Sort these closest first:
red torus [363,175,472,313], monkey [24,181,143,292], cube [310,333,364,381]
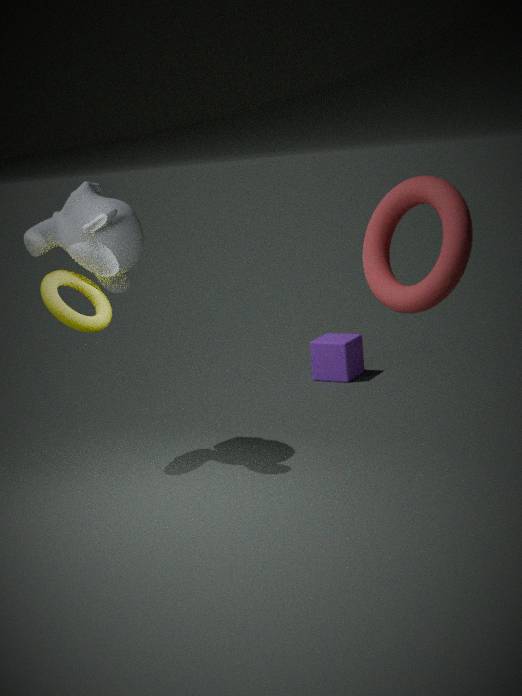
red torus [363,175,472,313] < monkey [24,181,143,292] < cube [310,333,364,381]
